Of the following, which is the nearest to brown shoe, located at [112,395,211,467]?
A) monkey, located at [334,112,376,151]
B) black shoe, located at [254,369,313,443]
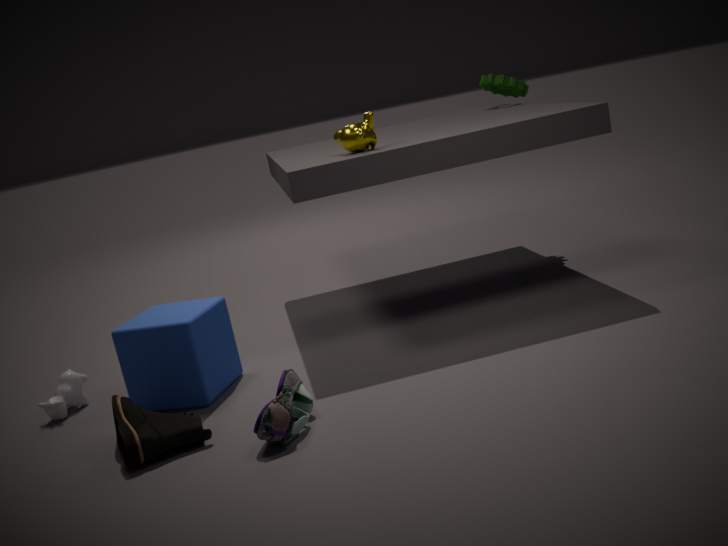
black shoe, located at [254,369,313,443]
